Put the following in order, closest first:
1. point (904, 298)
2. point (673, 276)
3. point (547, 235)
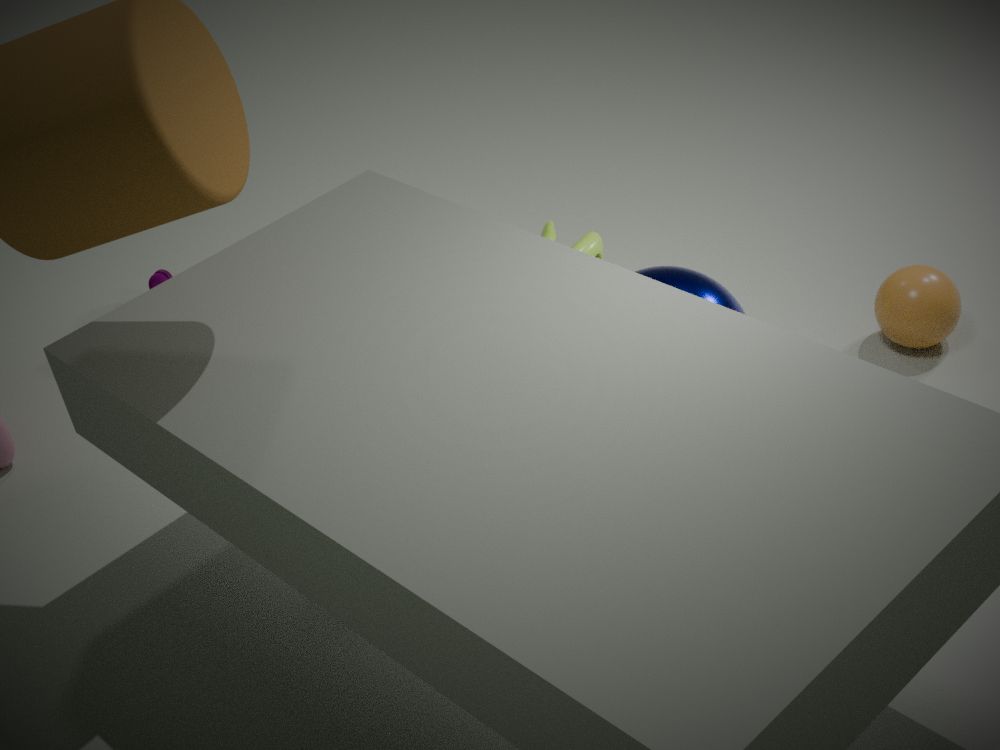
point (673, 276), point (904, 298), point (547, 235)
